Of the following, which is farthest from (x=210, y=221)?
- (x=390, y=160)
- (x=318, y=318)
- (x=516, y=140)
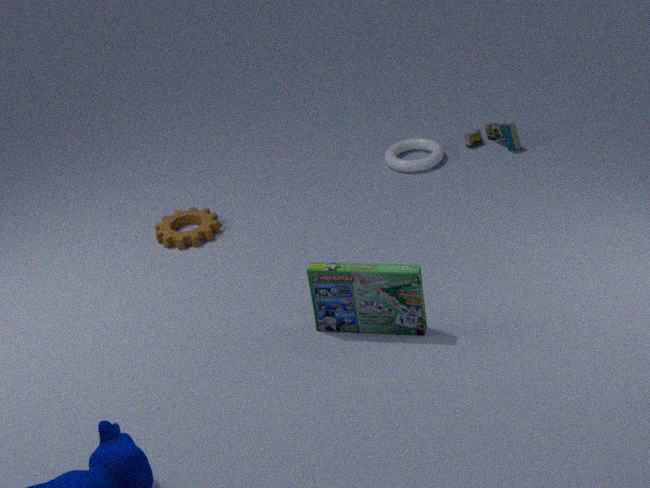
(x=516, y=140)
